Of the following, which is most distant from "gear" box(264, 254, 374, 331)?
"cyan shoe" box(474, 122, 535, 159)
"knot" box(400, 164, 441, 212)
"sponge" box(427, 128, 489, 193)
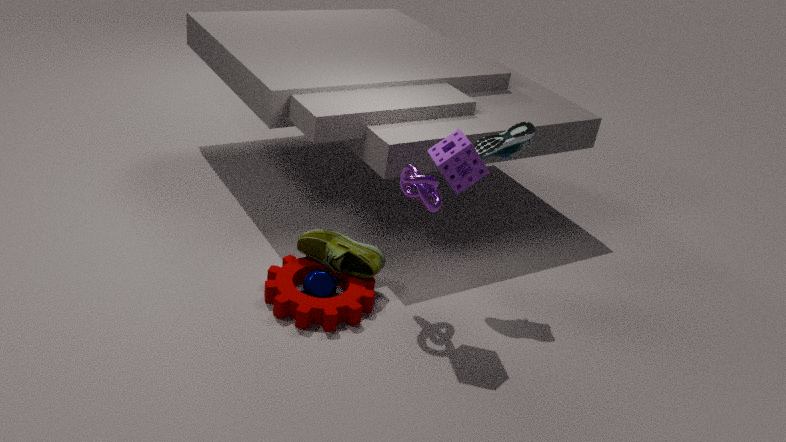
"cyan shoe" box(474, 122, 535, 159)
